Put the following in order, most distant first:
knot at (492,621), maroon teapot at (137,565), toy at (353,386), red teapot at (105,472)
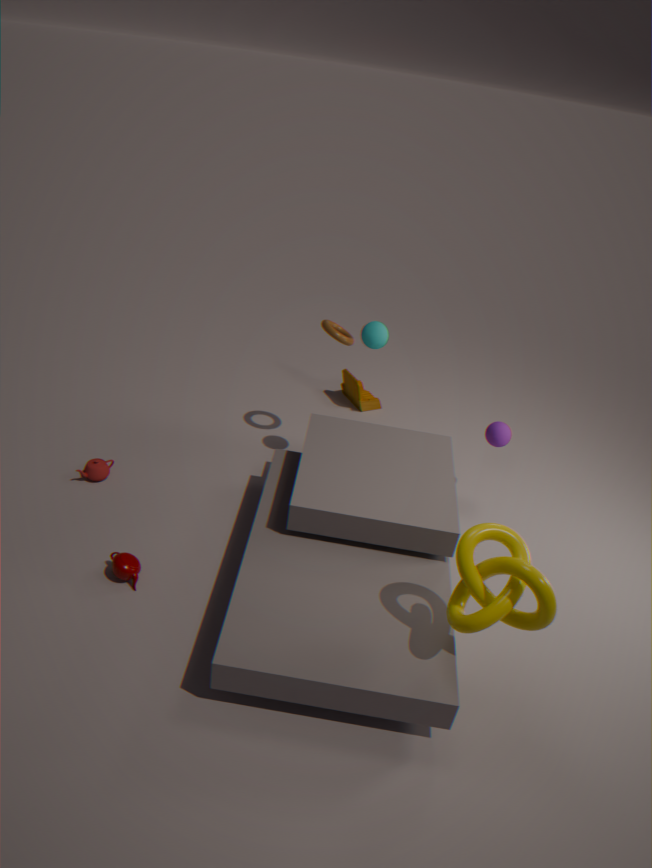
toy at (353,386) < red teapot at (105,472) < maroon teapot at (137,565) < knot at (492,621)
